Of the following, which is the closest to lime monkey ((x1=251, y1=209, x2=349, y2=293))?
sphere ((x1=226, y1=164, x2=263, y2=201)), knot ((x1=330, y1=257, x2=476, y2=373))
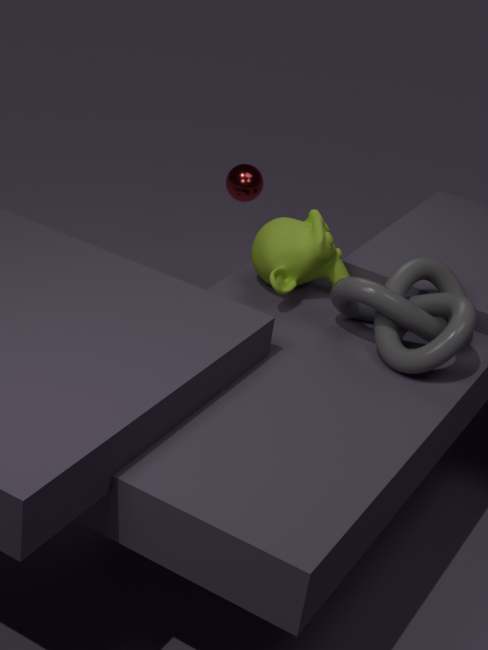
knot ((x1=330, y1=257, x2=476, y2=373))
